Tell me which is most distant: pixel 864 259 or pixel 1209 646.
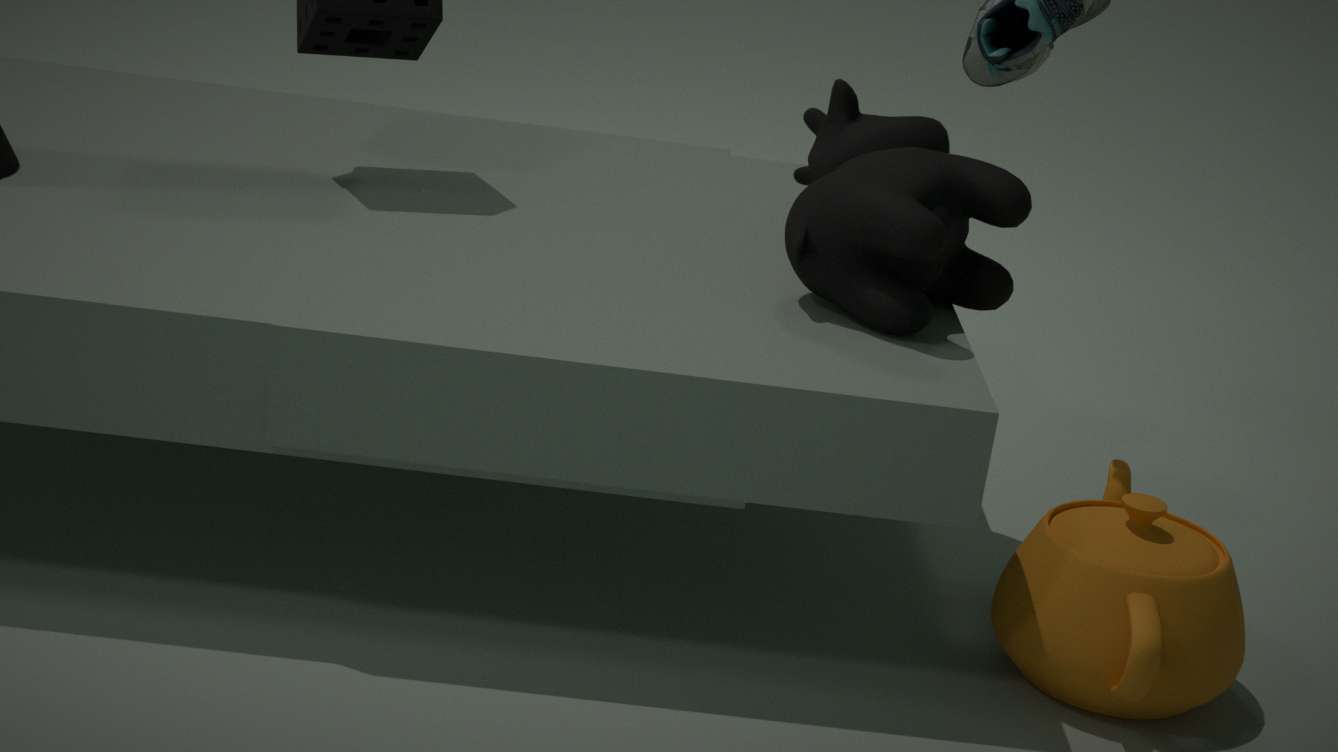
pixel 864 259
